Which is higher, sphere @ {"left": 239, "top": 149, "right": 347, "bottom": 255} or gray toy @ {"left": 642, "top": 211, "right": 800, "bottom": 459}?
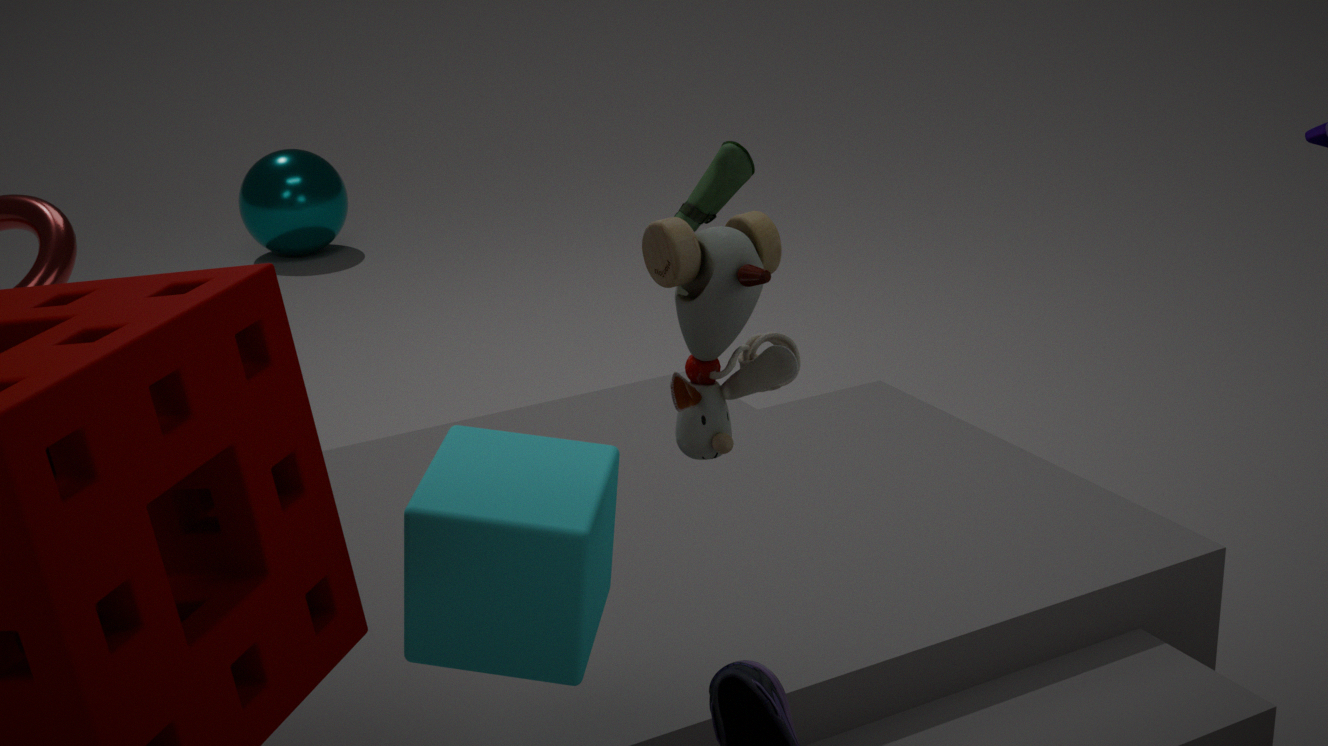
gray toy @ {"left": 642, "top": 211, "right": 800, "bottom": 459}
